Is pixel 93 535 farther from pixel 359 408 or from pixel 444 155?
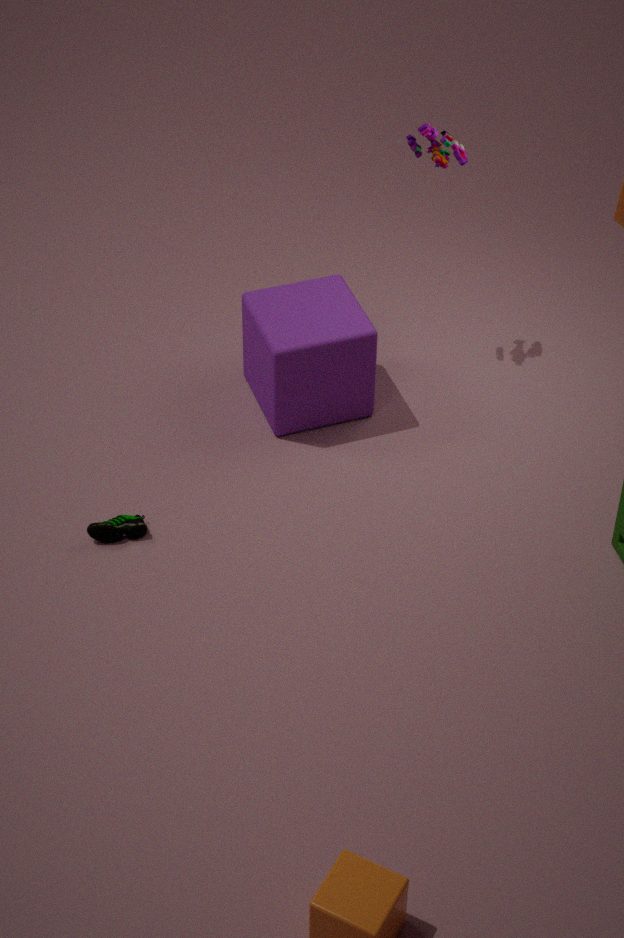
pixel 444 155
